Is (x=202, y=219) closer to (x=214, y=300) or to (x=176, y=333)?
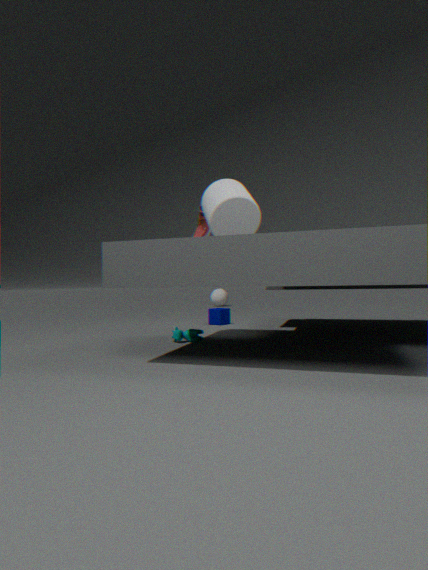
(x=176, y=333)
